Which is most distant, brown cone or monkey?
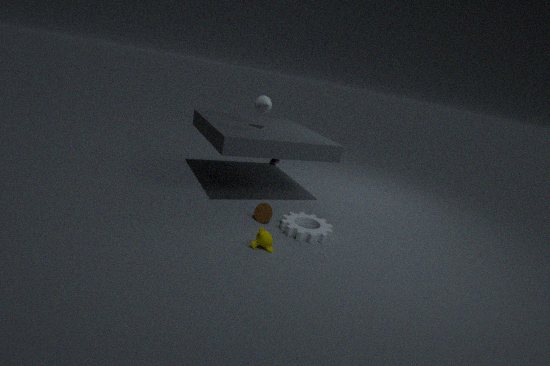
brown cone
